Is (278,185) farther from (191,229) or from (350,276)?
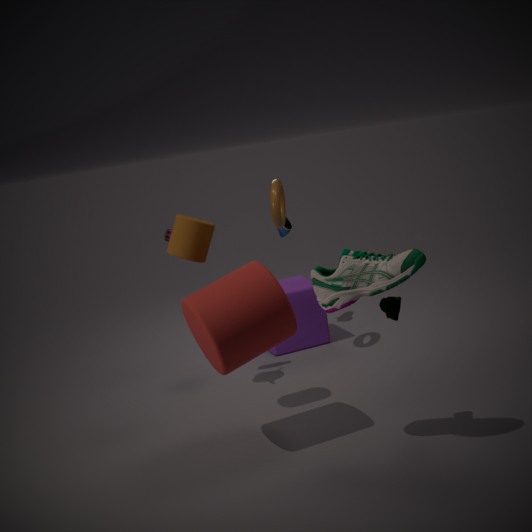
(350,276)
